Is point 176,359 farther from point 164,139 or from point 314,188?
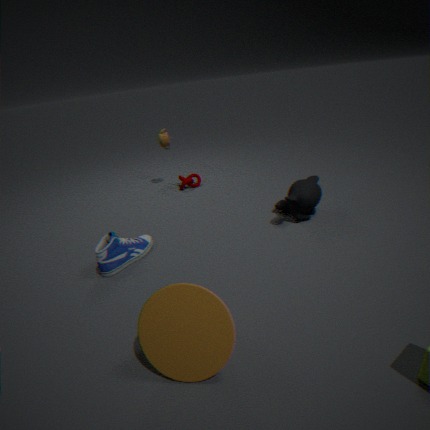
point 164,139
